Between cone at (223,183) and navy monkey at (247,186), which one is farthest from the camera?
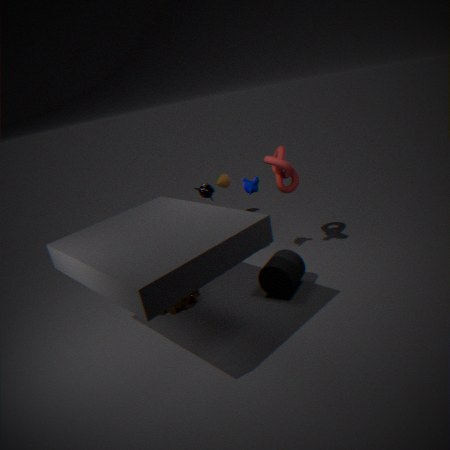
cone at (223,183)
